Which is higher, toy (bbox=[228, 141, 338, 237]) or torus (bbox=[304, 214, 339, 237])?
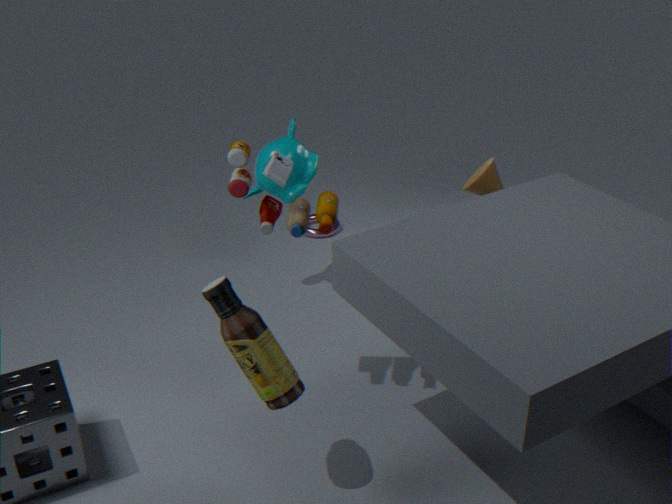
toy (bbox=[228, 141, 338, 237])
